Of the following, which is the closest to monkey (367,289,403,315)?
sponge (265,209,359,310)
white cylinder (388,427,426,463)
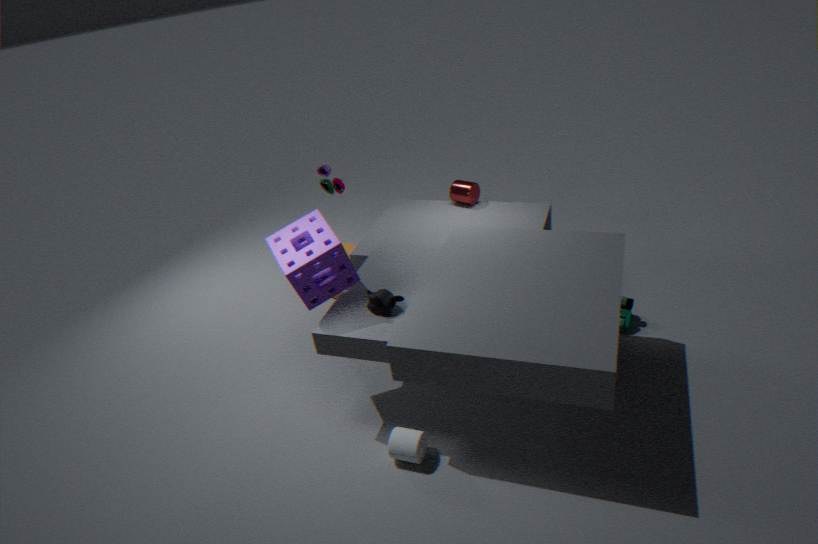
sponge (265,209,359,310)
